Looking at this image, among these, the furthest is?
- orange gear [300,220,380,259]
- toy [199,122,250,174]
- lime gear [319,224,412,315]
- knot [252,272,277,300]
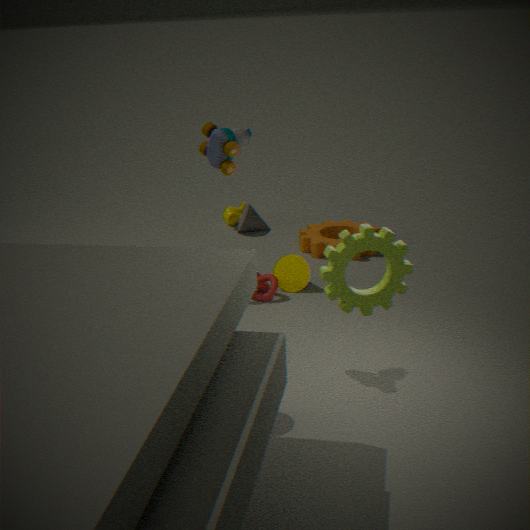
orange gear [300,220,380,259]
